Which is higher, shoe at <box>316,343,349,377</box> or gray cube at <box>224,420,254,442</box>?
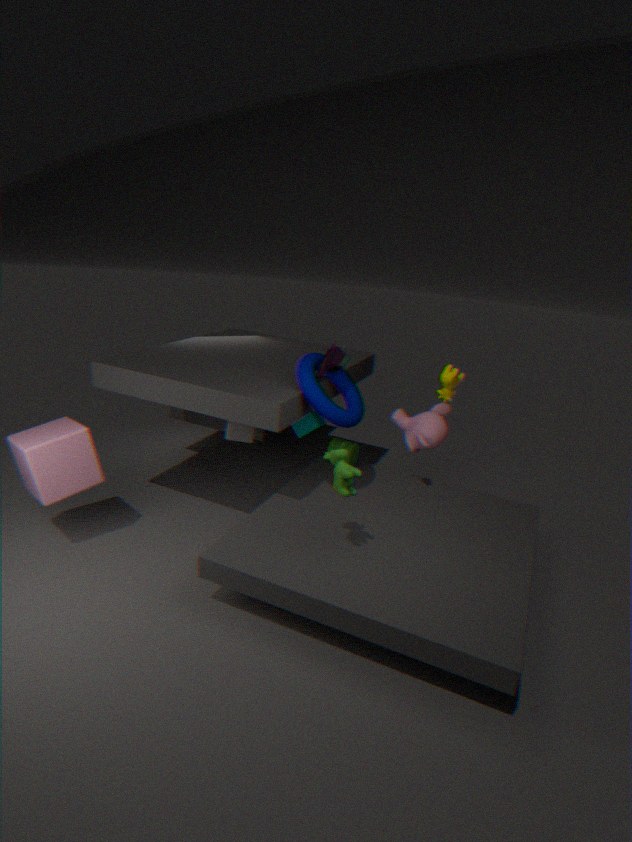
shoe at <box>316,343,349,377</box>
